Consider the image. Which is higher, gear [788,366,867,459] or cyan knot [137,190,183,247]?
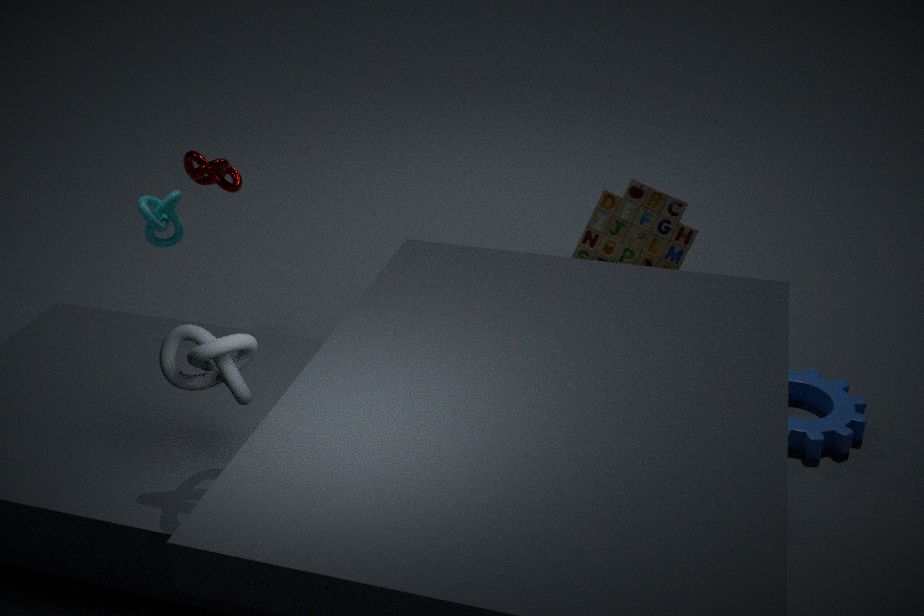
cyan knot [137,190,183,247]
